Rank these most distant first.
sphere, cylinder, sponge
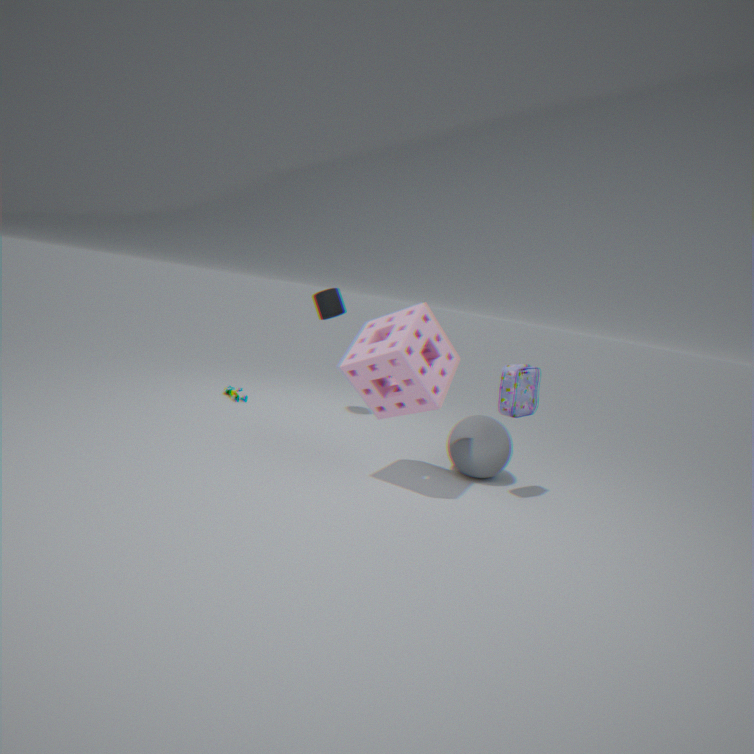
cylinder → sphere → sponge
